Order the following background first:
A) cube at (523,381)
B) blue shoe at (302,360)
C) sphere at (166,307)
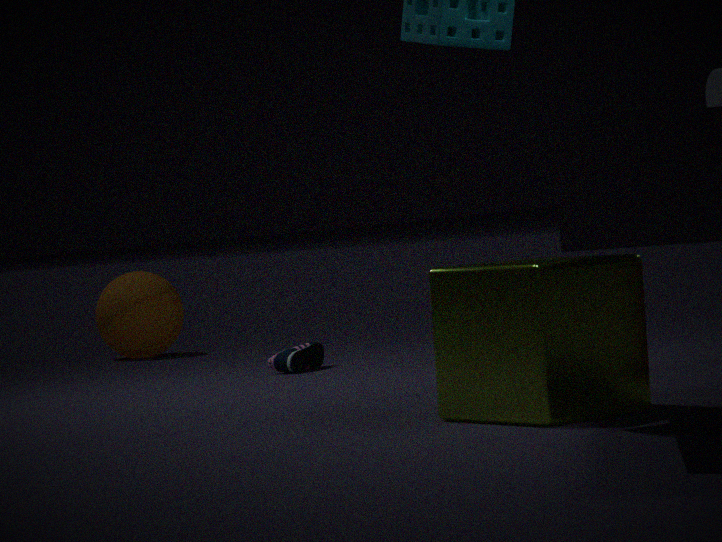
sphere at (166,307), blue shoe at (302,360), cube at (523,381)
